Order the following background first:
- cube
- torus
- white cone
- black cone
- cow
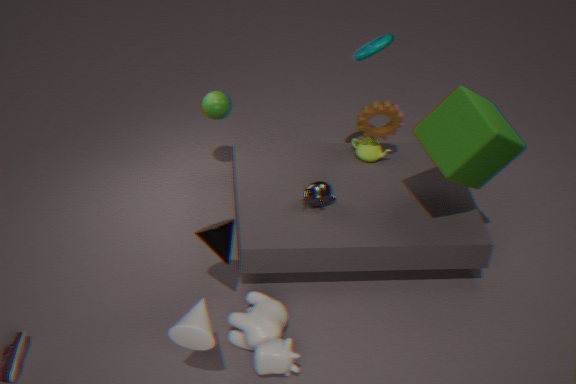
torus → cube → black cone → cow → white cone
